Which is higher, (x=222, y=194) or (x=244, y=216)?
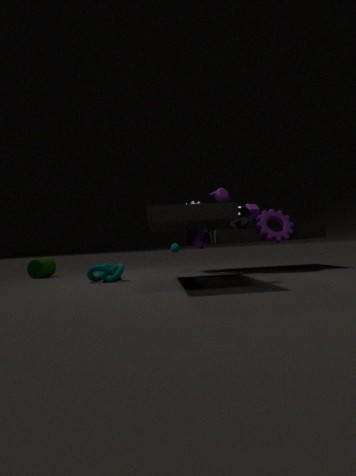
(x=222, y=194)
